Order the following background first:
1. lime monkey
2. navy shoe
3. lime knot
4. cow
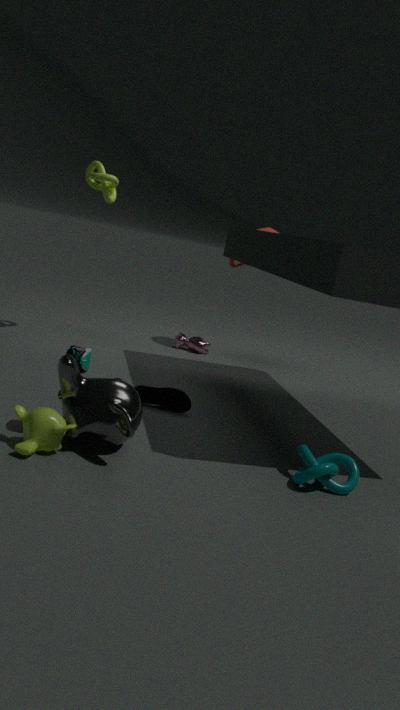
cow → lime knot → navy shoe → lime monkey
